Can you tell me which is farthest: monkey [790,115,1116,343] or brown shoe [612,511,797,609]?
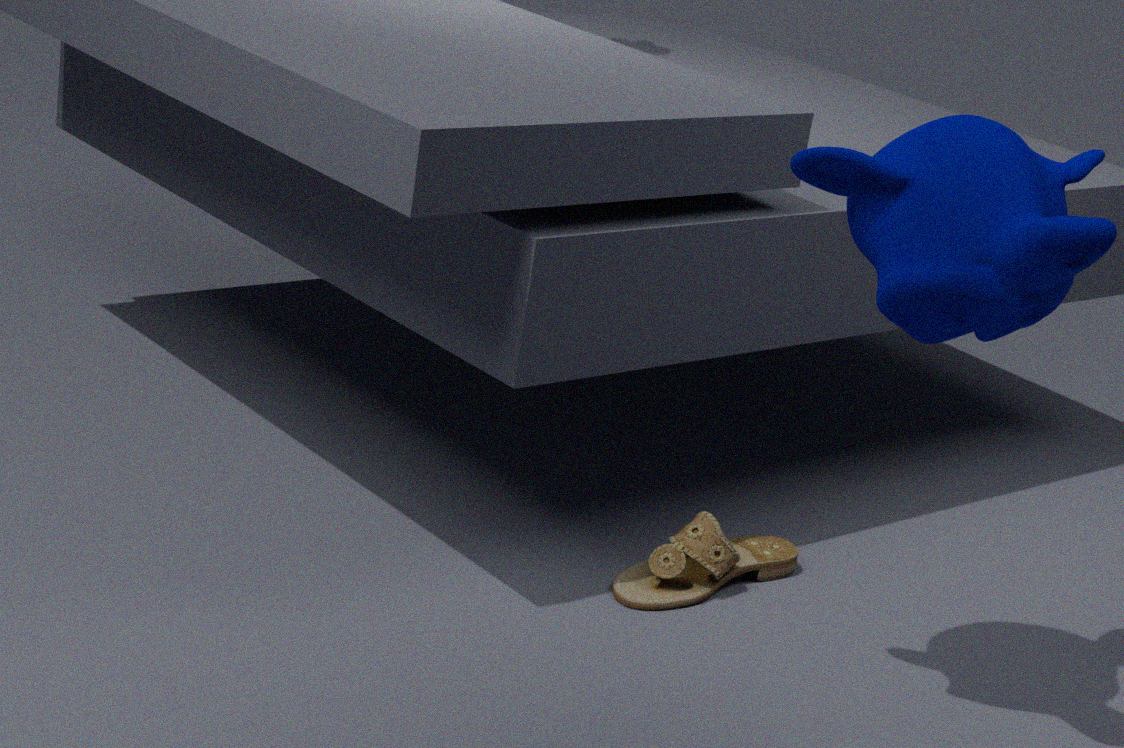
brown shoe [612,511,797,609]
